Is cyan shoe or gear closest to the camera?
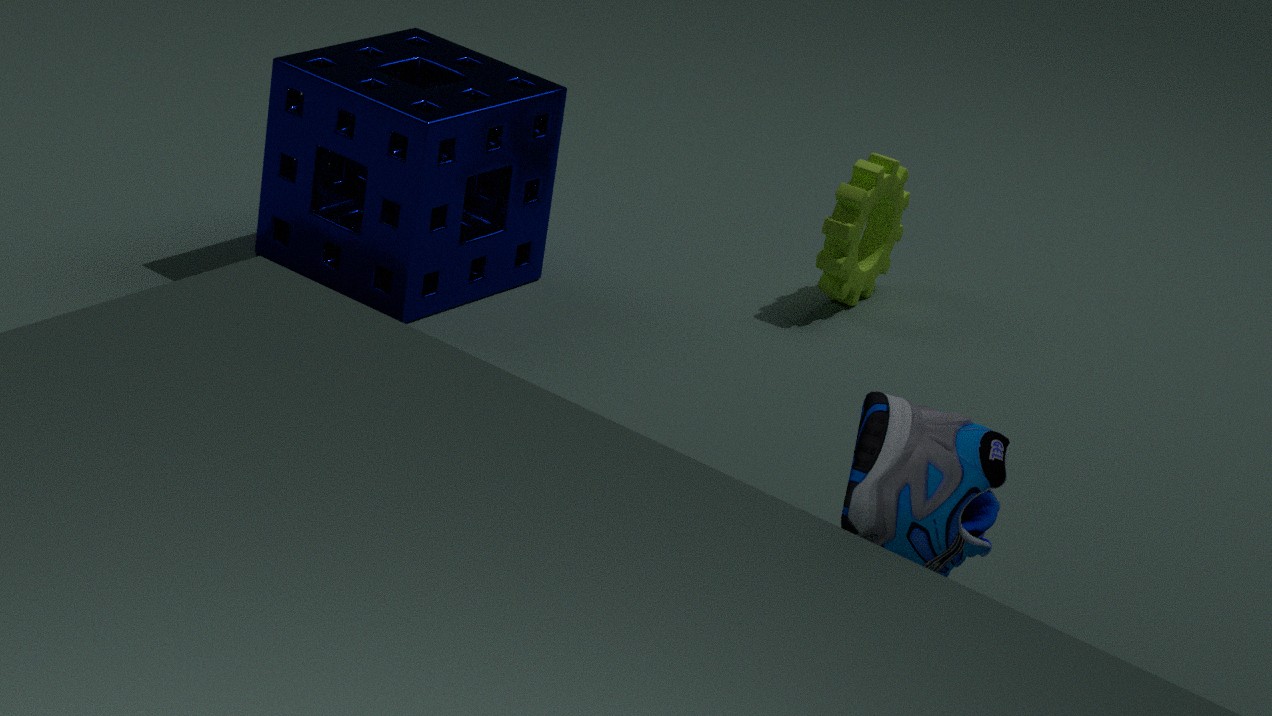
cyan shoe
